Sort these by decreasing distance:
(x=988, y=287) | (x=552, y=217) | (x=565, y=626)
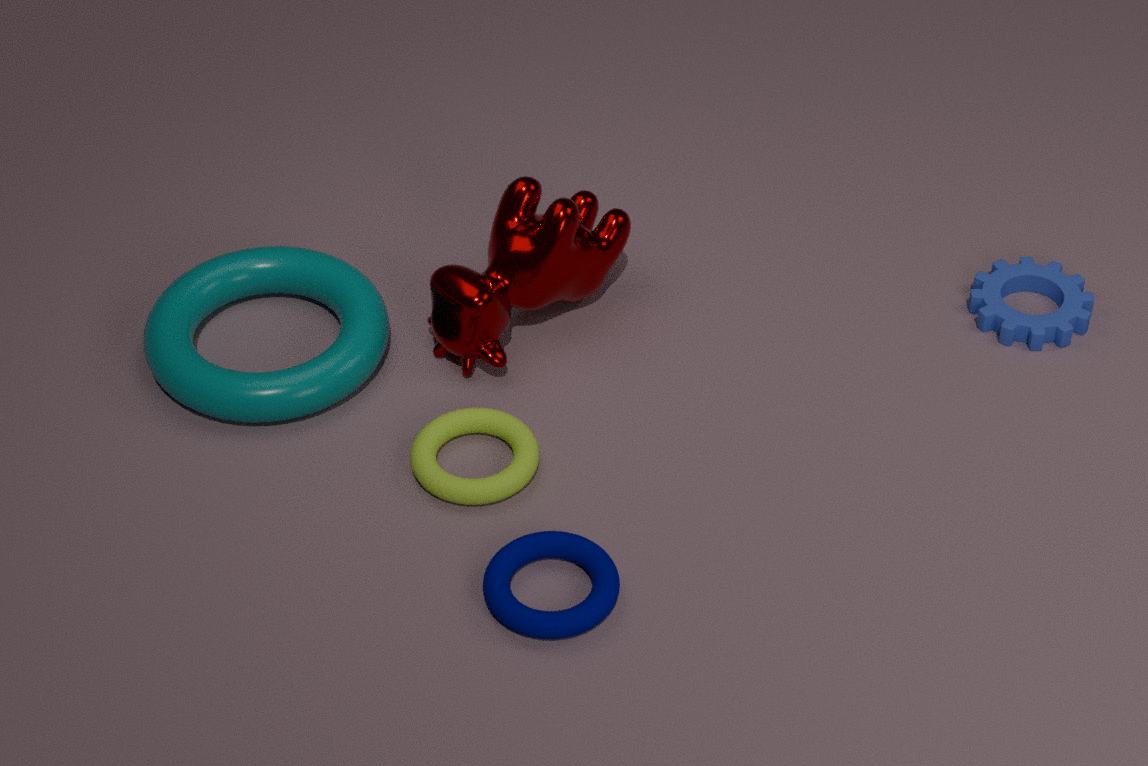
1. (x=988, y=287)
2. (x=552, y=217)
3. (x=565, y=626)
